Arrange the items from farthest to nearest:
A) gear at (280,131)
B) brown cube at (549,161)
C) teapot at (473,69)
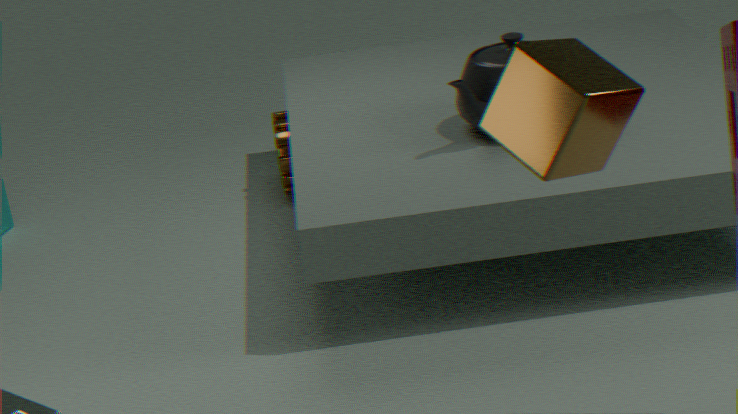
gear at (280,131), teapot at (473,69), brown cube at (549,161)
